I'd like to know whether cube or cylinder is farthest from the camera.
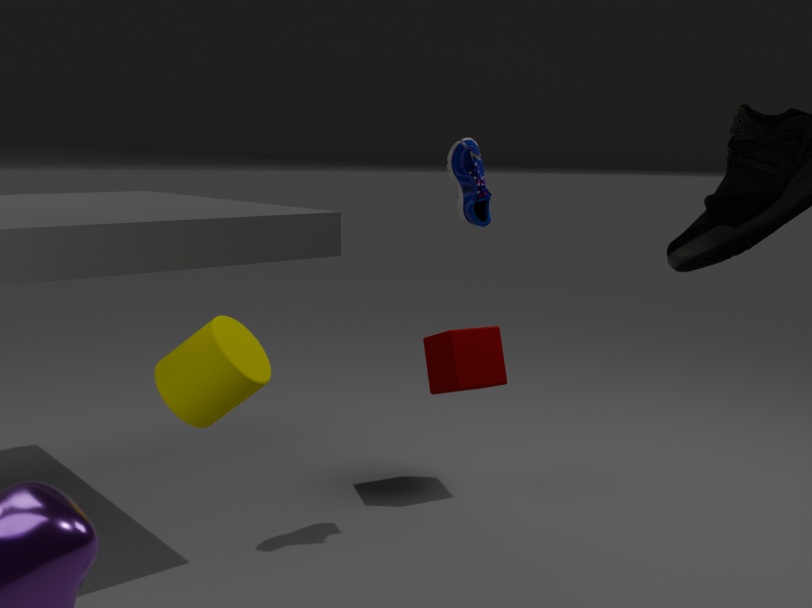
cube
